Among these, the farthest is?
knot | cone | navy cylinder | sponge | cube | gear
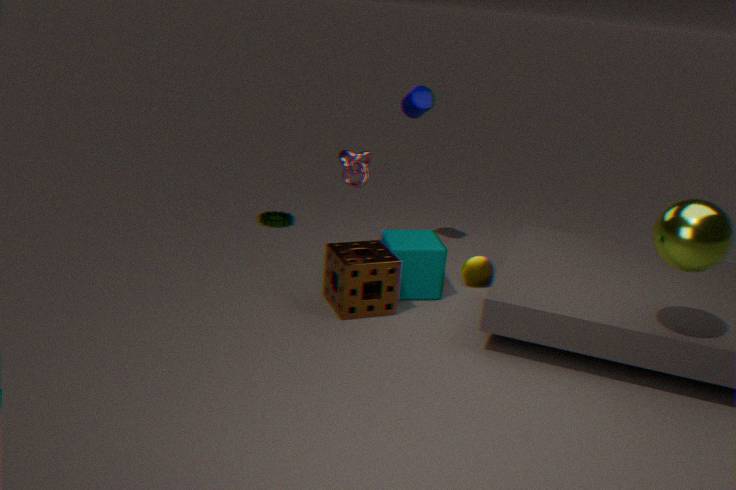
gear
